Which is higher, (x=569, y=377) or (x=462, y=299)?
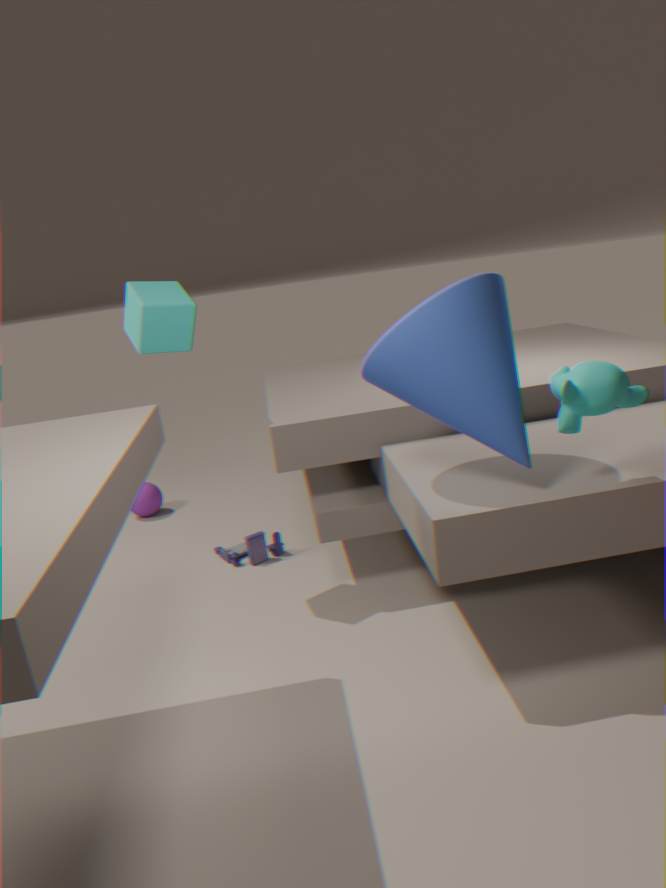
(x=462, y=299)
